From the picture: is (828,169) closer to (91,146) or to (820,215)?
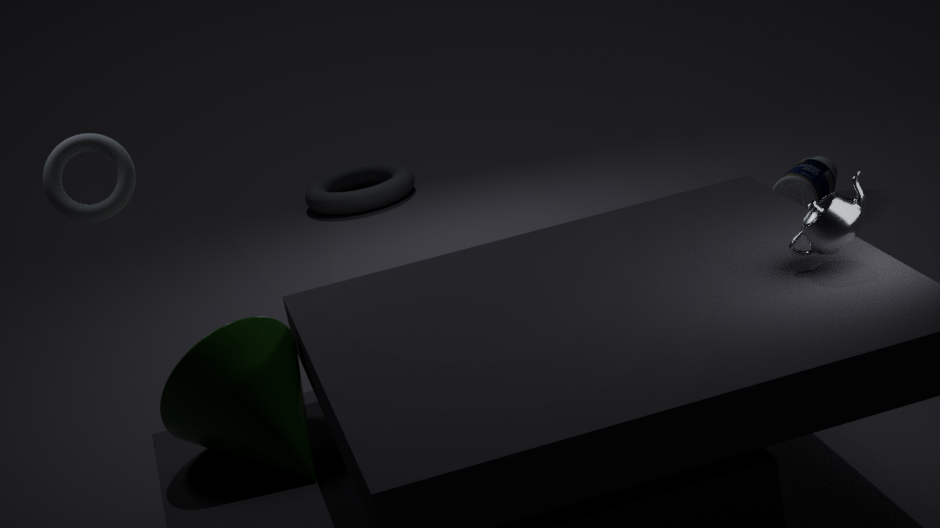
(820,215)
